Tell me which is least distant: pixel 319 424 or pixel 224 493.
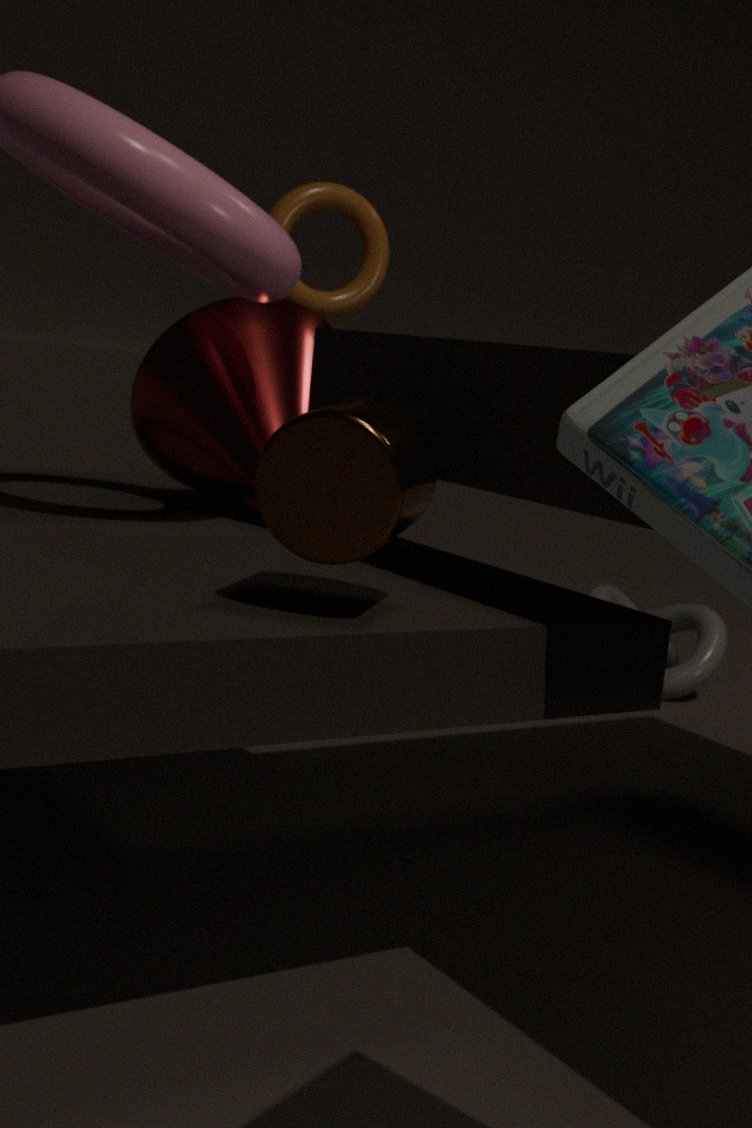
pixel 319 424
